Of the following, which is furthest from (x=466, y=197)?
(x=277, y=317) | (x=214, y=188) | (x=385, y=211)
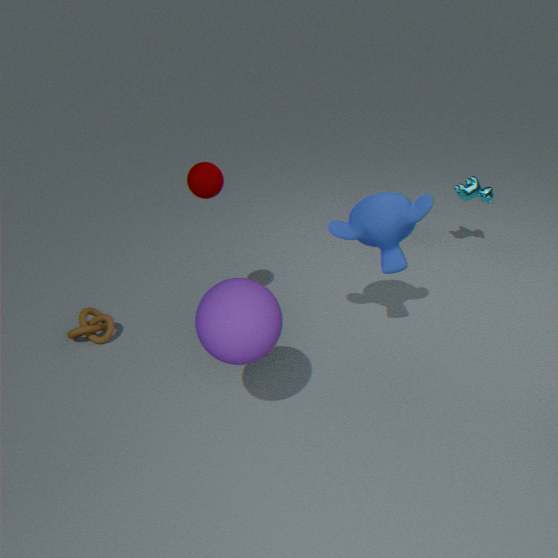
(x=277, y=317)
